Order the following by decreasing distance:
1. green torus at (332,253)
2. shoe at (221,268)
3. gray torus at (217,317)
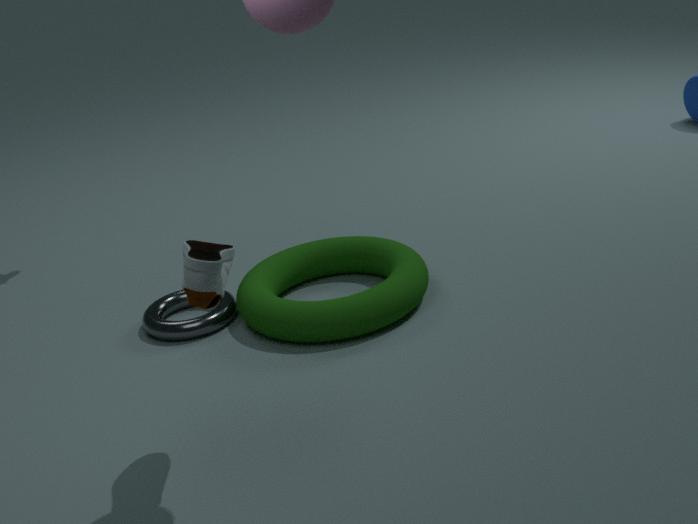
1. gray torus at (217,317)
2. green torus at (332,253)
3. shoe at (221,268)
